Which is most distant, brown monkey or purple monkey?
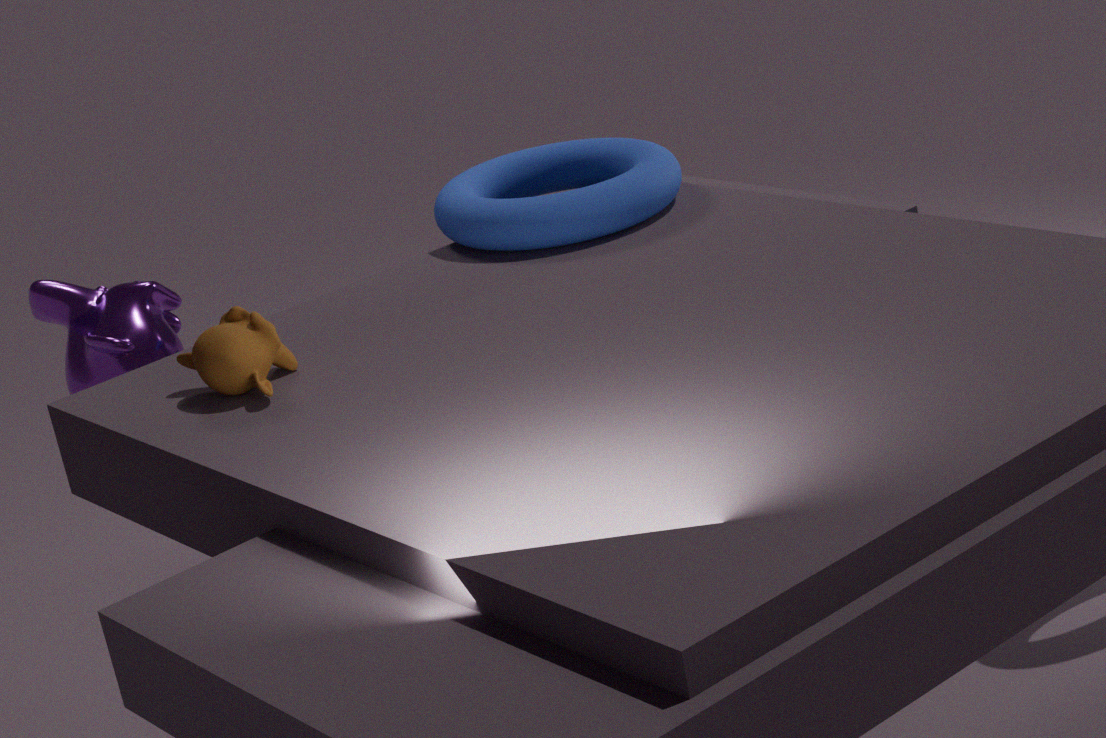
purple monkey
